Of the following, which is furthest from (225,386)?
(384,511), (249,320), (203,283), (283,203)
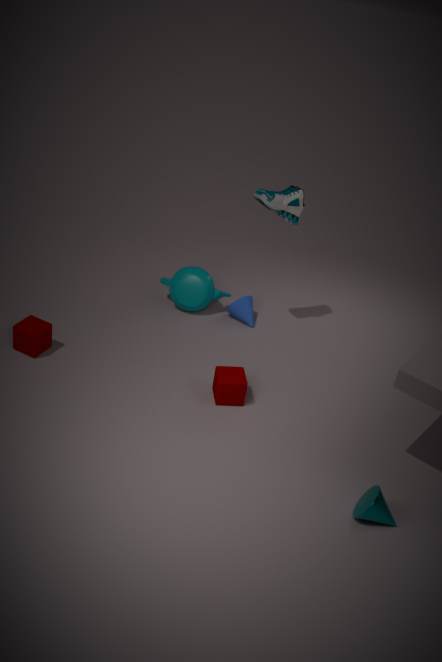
(283,203)
